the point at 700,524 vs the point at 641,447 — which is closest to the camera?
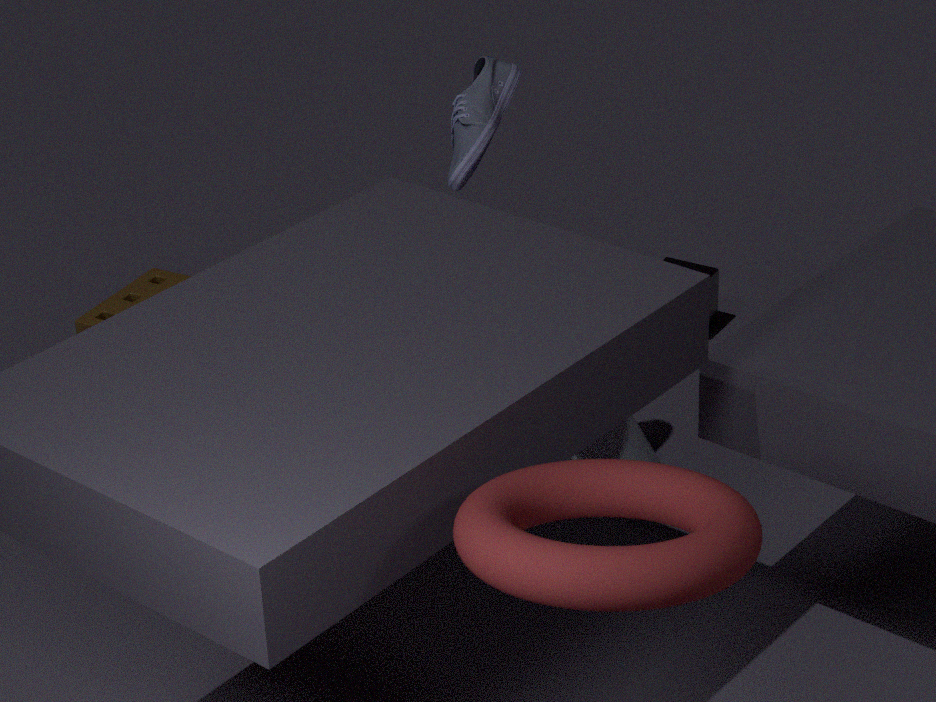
the point at 700,524
